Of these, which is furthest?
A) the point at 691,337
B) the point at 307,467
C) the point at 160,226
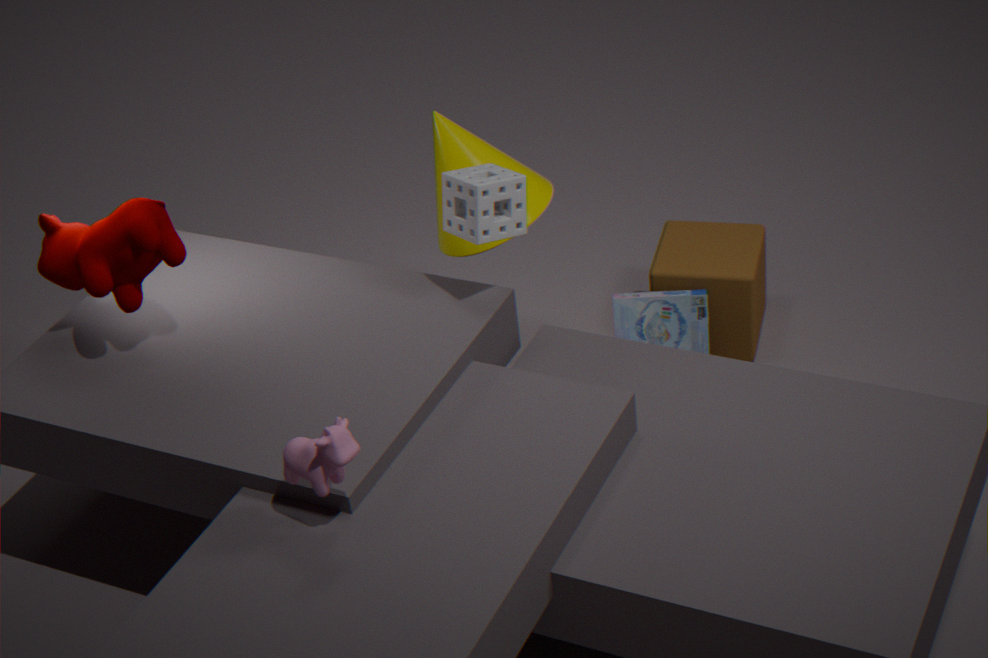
the point at 691,337
